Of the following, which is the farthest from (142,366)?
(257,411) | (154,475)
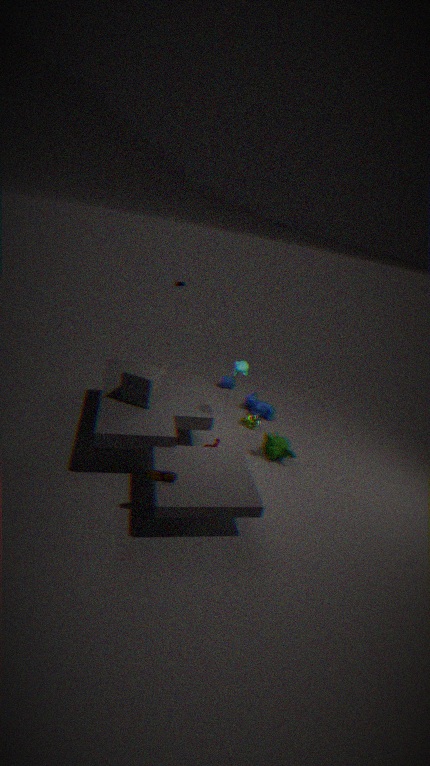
(257,411)
